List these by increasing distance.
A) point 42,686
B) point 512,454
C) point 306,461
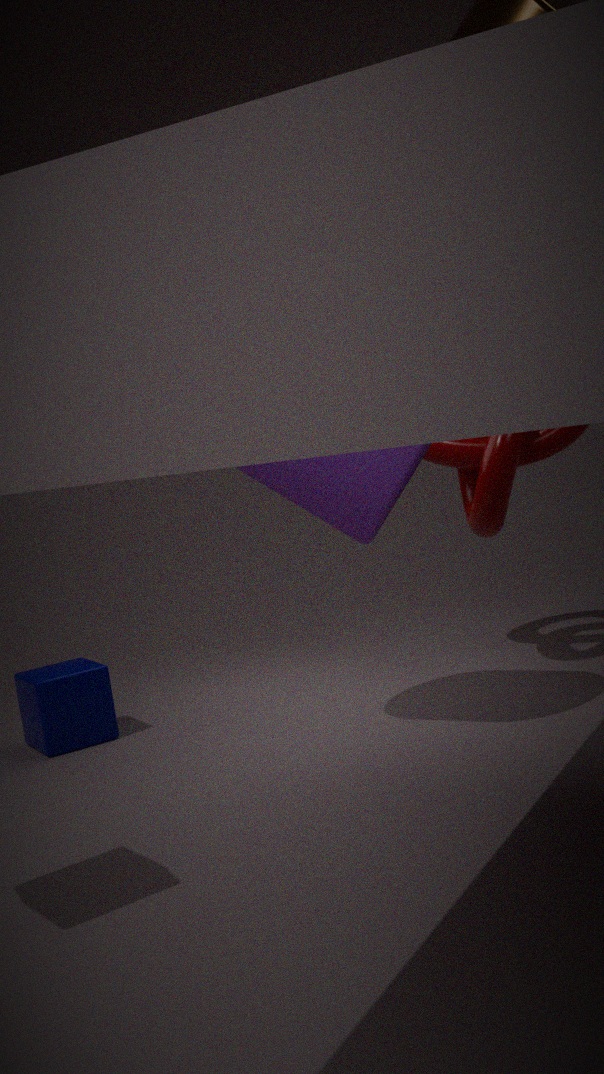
1. point 306,461
2. point 512,454
3. point 42,686
